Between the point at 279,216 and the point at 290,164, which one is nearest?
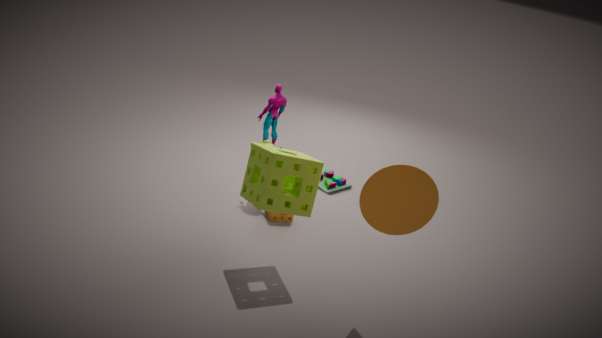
the point at 290,164
